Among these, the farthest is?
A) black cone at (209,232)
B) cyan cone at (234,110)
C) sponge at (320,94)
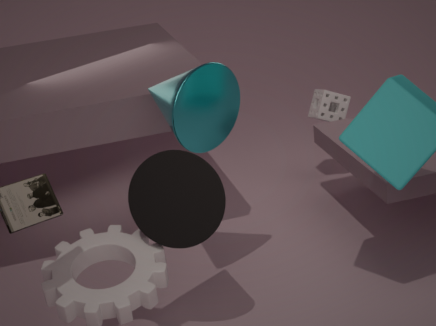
sponge at (320,94)
